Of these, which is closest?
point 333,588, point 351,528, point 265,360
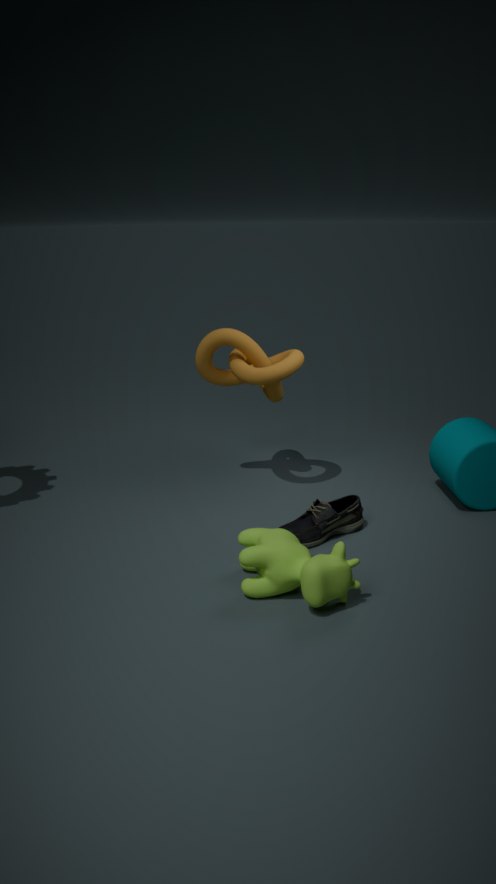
point 333,588
